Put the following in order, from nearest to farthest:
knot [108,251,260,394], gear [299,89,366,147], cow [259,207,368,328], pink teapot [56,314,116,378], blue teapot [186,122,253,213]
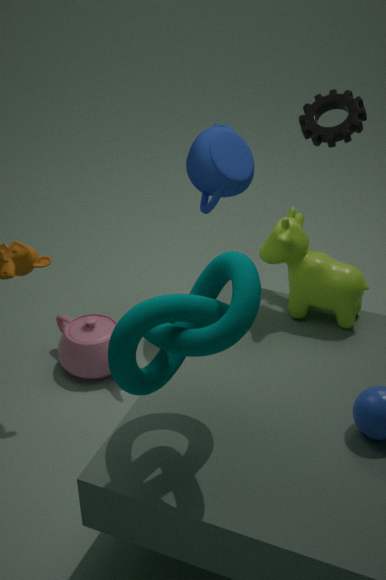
knot [108,251,260,394] < cow [259,207,368,328] < gear [299,89,366,147] < blue teapot [186,122,253,213] < pink teapot [56,314,116,378]
